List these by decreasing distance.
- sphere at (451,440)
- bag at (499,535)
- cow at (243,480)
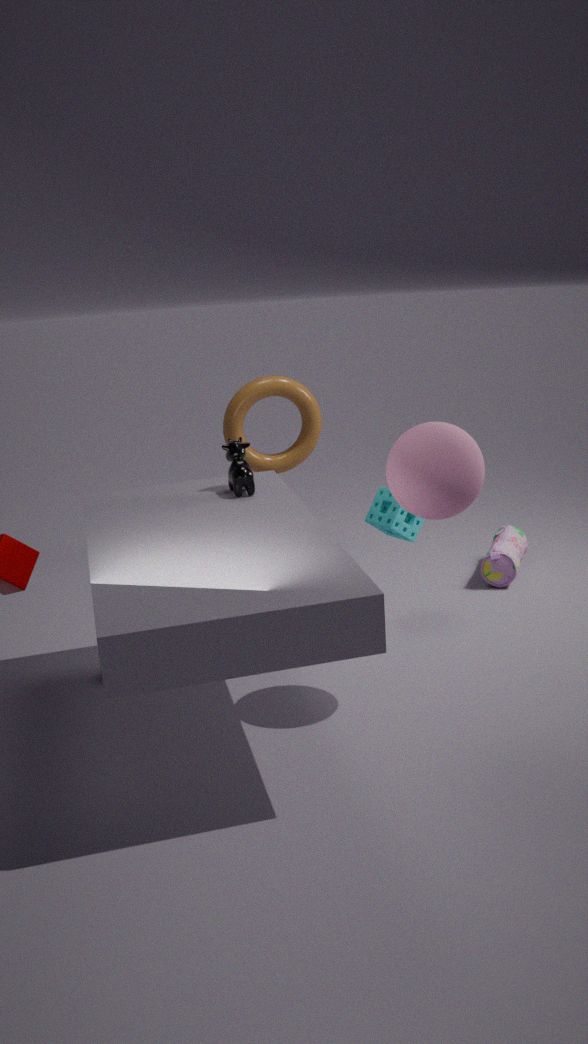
1. bag at (499,535)
2. cow at (243,480)
3. sphere at (451,440)
